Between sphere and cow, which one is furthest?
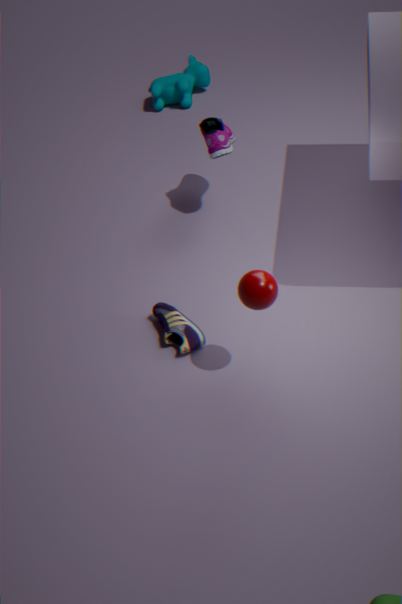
cow
